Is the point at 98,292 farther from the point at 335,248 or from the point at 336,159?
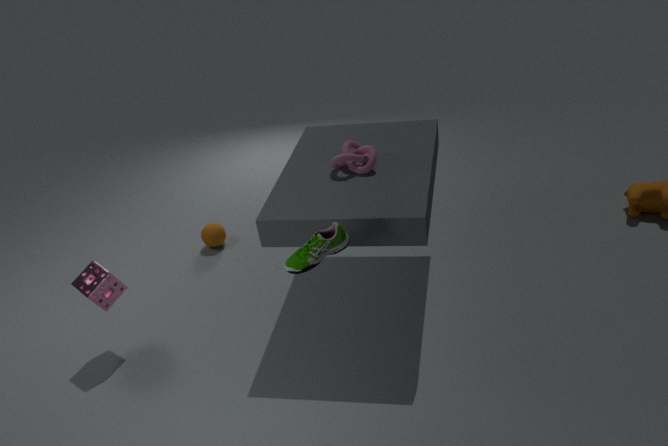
the point at 336,159
